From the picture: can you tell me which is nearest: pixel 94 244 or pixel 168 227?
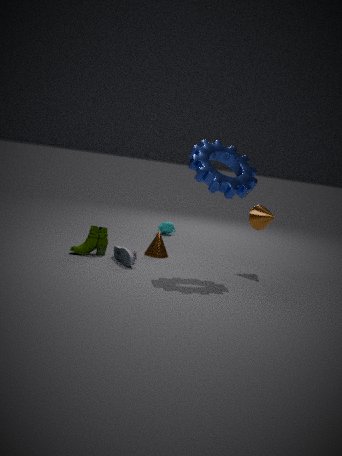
pixel 94 244
